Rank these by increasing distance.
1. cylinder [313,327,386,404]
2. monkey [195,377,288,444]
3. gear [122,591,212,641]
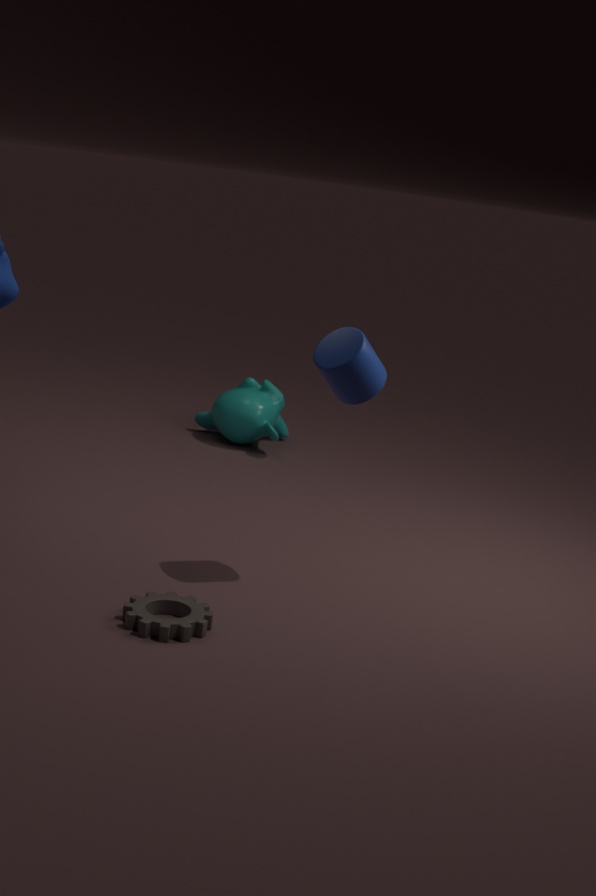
gear [122,591,212,641], cylinder [313,327,386,404], monkey [195,377,288,444]
